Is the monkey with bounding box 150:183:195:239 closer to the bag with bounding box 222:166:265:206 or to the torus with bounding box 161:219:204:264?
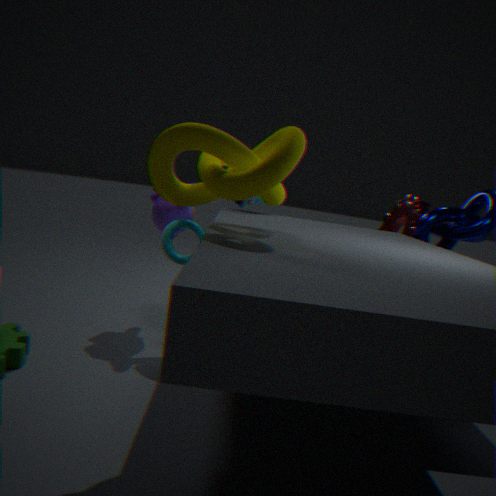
the torus with bounding box 161:219:204:264
